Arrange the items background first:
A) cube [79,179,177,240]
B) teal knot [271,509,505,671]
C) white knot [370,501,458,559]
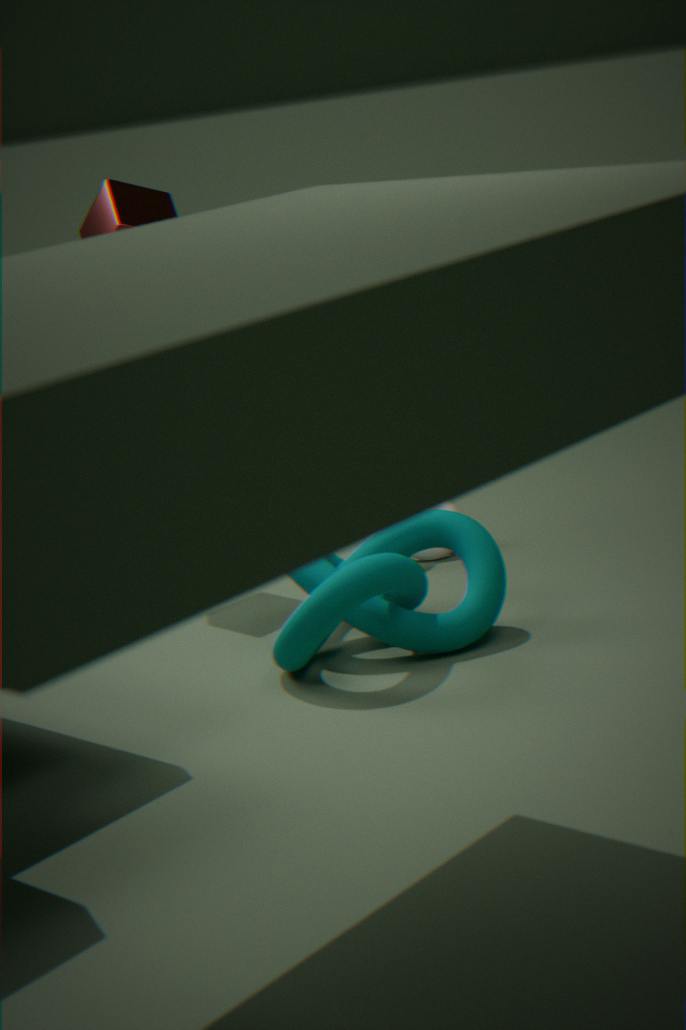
1. white knot [370,501,458,559]
2. cube [79,179,177,240]
3. teal knot [271,509,505,671]
